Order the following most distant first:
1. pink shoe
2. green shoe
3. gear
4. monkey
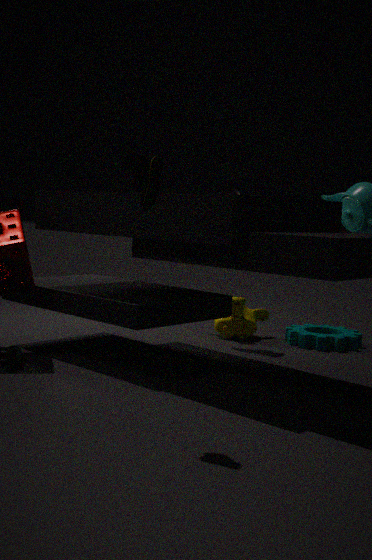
monkey, gear, pink shoe, green shoe
